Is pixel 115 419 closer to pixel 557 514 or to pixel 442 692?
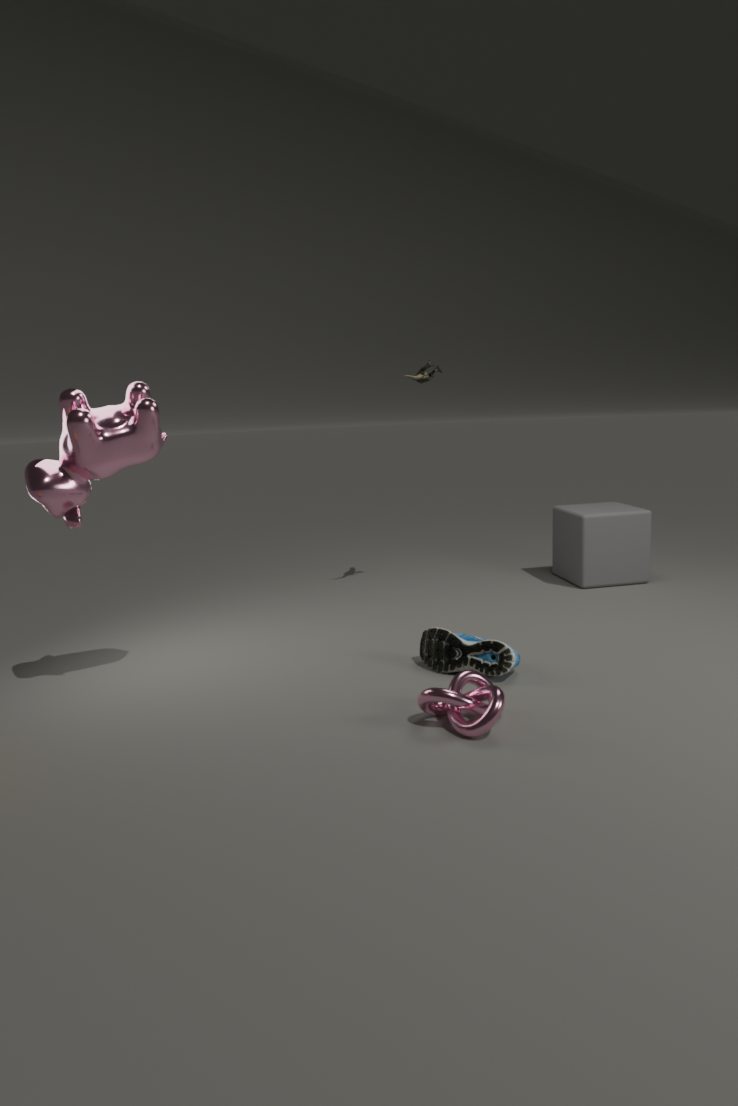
pixel 442 692
